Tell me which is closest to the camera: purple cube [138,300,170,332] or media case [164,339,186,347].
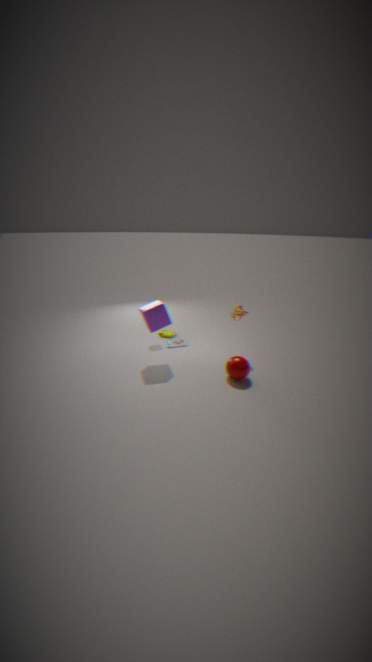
purple cube [138,300,170,332]
